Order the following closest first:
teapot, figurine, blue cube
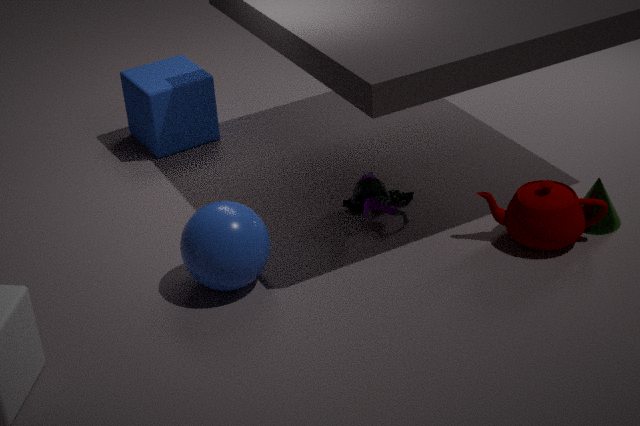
teapot < figurine < blue cube
